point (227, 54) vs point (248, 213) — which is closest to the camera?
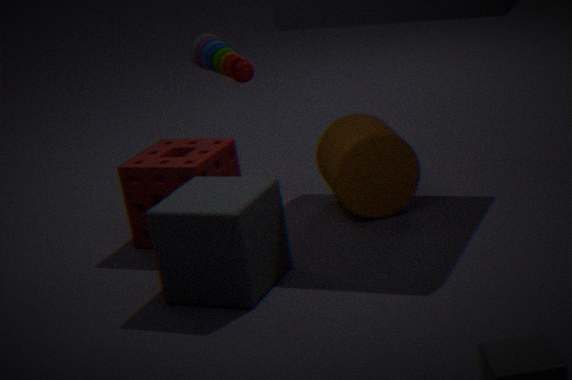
point (248, 213)
